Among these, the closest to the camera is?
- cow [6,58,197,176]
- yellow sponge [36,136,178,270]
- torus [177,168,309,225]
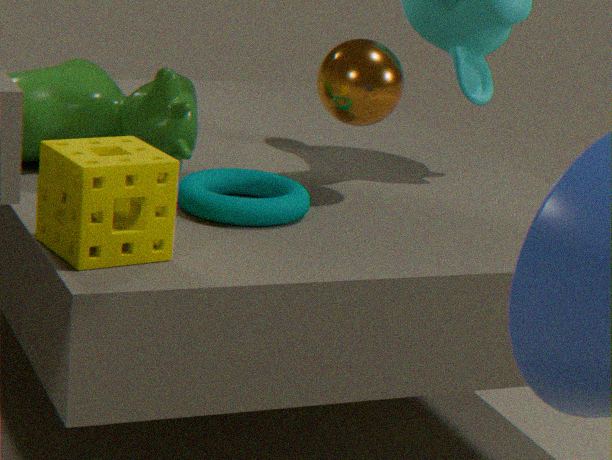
yellow sponge [36,136,178,270]
